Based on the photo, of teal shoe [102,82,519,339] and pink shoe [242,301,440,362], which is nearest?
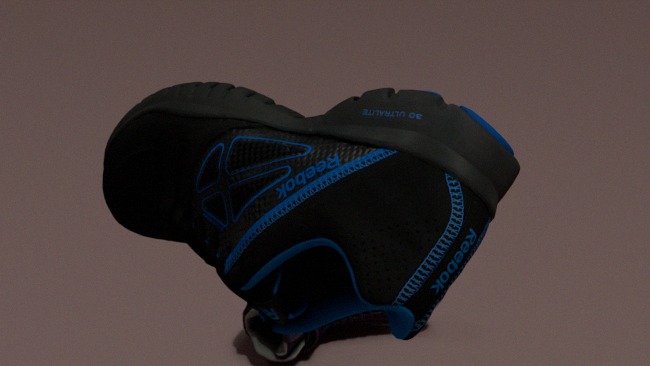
teal shoe [102,82,519,339]
